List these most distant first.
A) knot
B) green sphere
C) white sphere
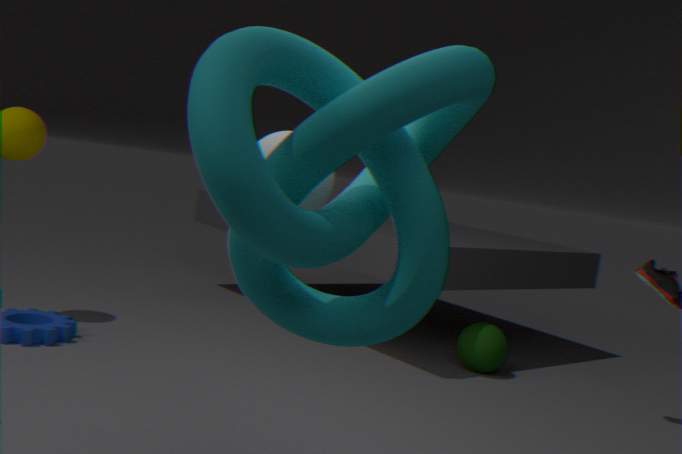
green sphere, white sphere, knot
